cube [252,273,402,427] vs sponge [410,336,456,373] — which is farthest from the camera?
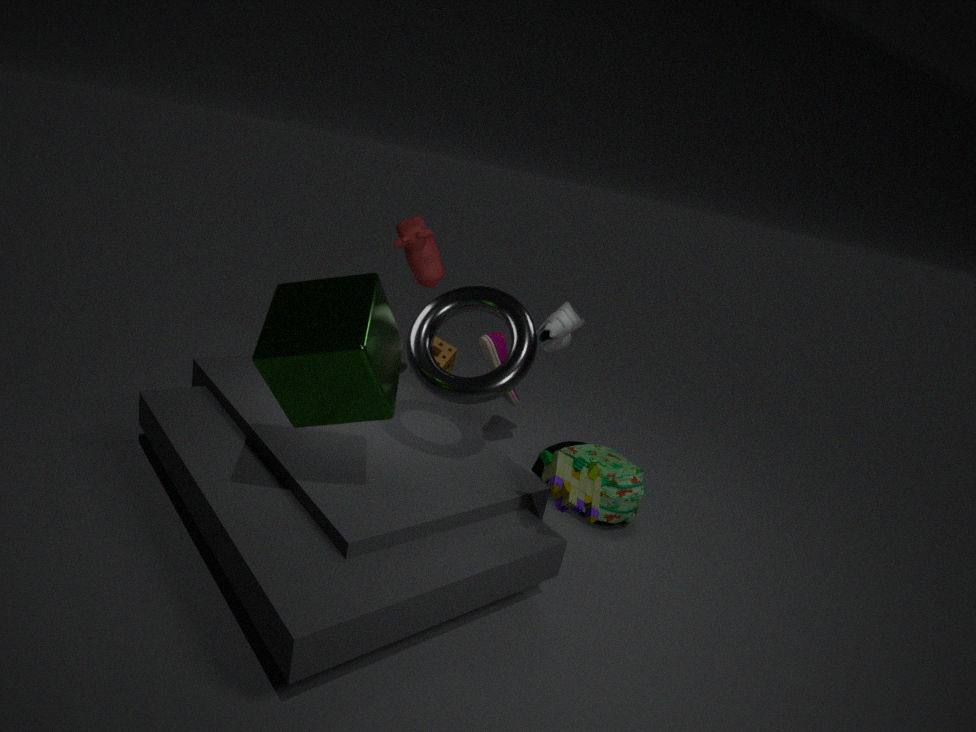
sponge [410,336,456,373]
